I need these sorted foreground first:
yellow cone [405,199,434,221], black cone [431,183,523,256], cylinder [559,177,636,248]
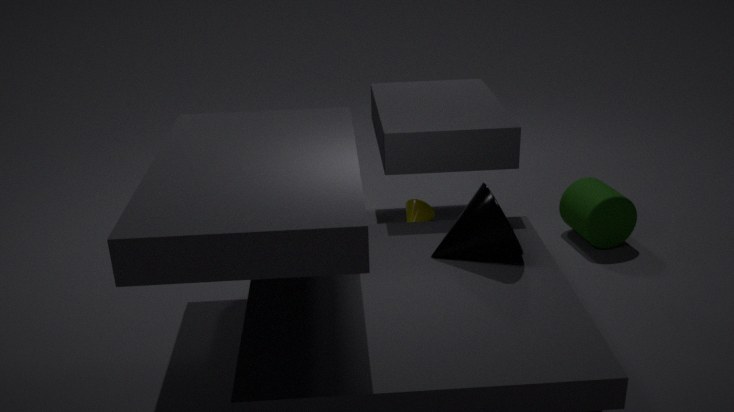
black cone [431,183,523,256]
cylinder [559,177,636,248]
yellow cone [405,199,434,221]
